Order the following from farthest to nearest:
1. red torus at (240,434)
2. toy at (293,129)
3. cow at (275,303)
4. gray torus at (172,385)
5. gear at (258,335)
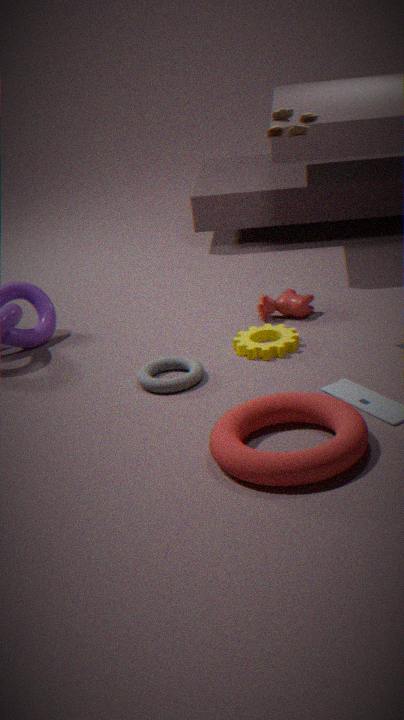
cow at (275,303) → gear at (258,335) → gray torus at (172,385) → toy at (293,129) → red torus at (240,434)
